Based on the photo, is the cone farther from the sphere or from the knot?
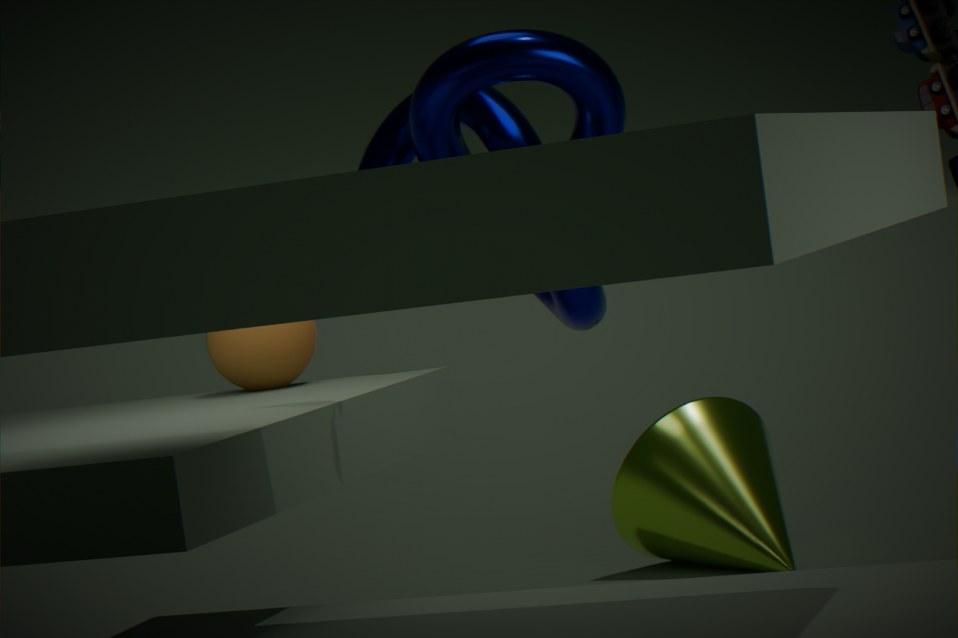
the sphere
